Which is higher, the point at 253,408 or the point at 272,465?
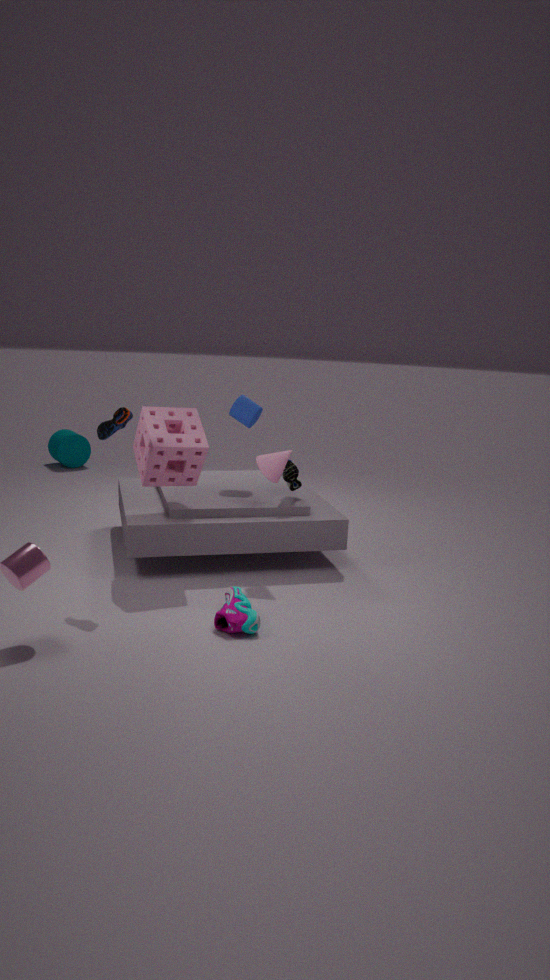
the point at 253,408
